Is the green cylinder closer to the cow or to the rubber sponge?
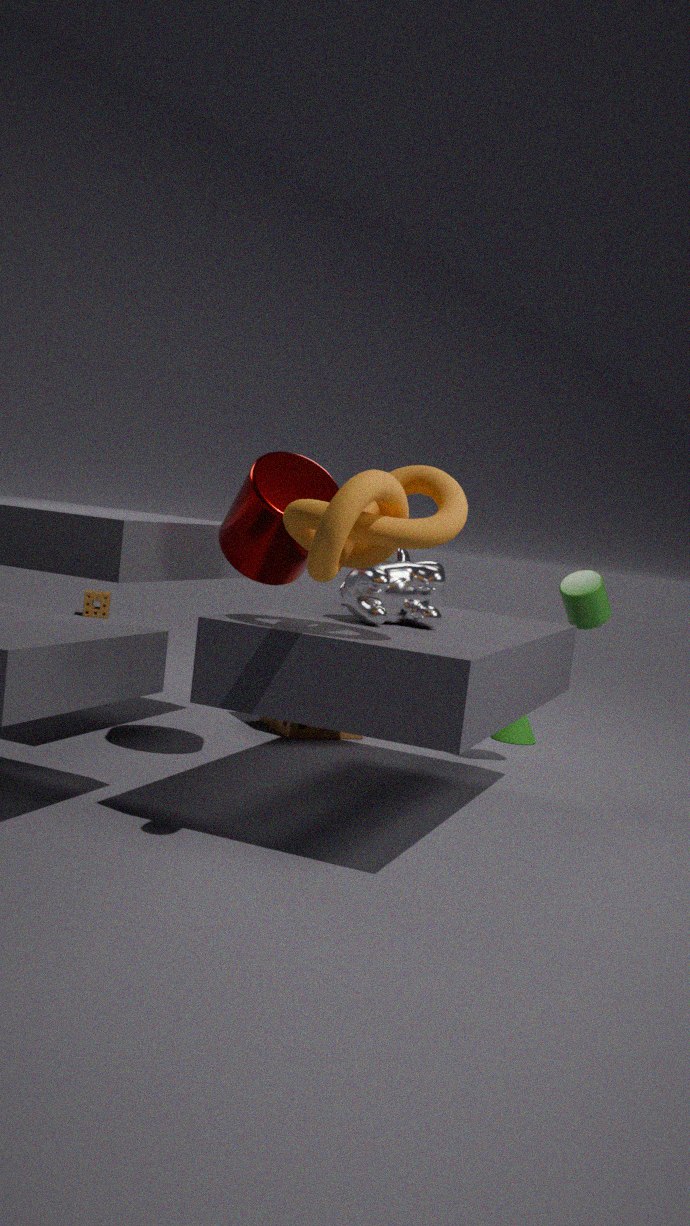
the cow
